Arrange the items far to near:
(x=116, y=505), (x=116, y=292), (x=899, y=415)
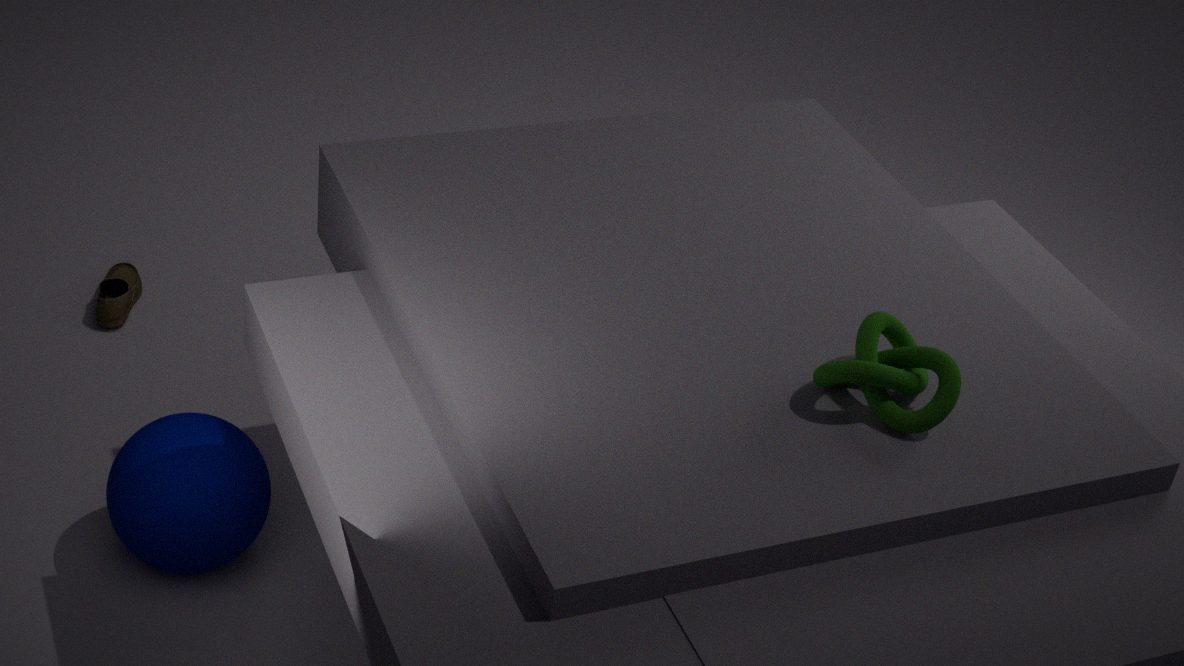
(x=116, y=292) < (x=116, y=505) < (x=899, y=415)
